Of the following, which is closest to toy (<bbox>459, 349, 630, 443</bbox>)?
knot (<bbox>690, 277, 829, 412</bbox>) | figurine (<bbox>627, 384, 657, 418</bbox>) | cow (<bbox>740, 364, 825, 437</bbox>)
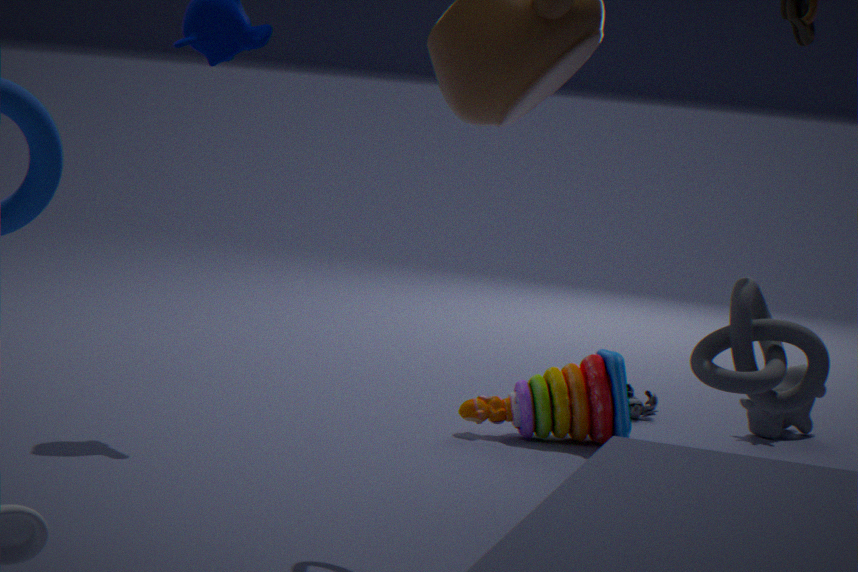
figurine (<bbox>627, 384, 657, 418</bbox>)
